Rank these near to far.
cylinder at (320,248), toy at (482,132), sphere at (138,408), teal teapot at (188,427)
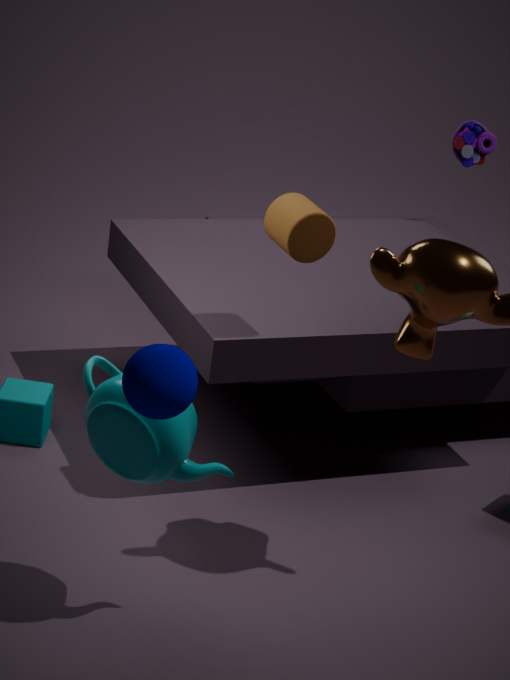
1. sphere at (138,408)
2. teal teapot at (188,427)
3. cylinder at (320,248)
4. toy at (482,132)
